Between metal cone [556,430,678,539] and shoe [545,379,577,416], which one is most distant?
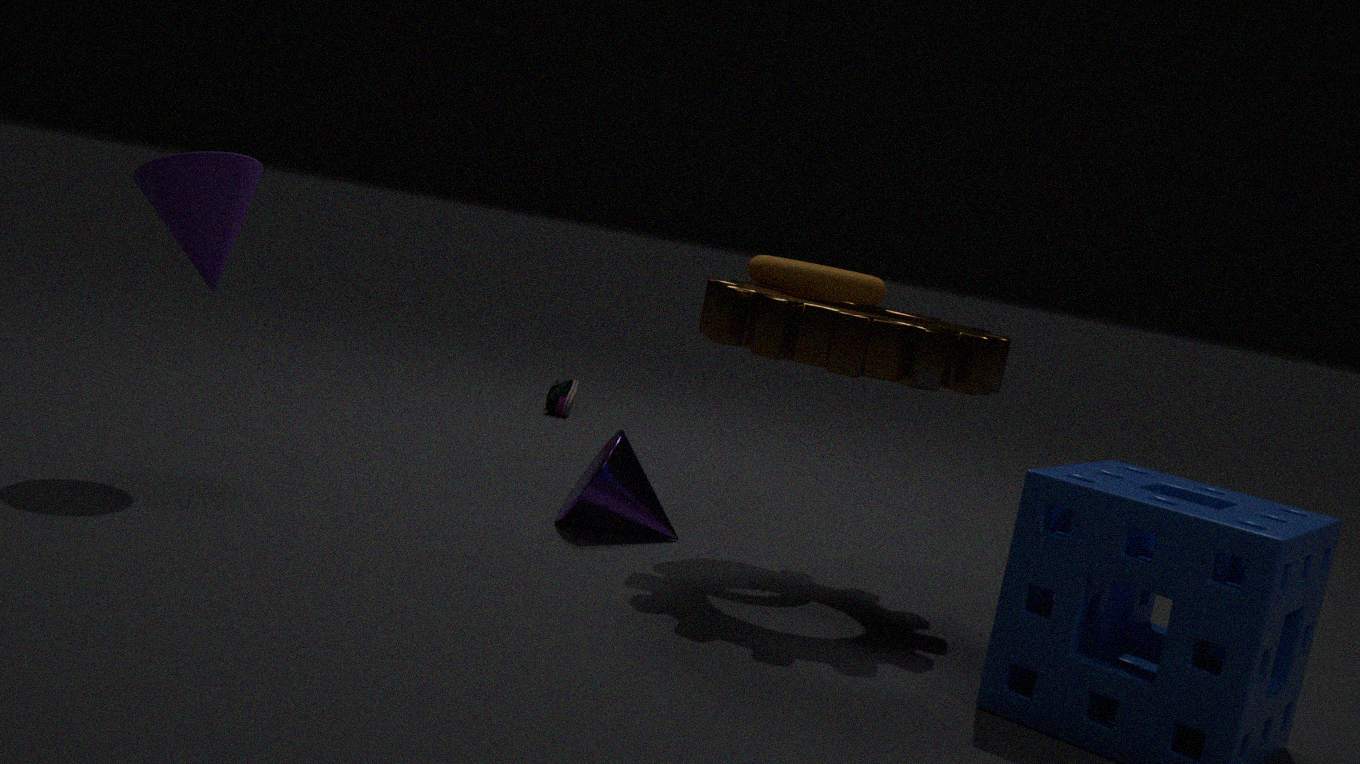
shoe [545,379,577,416]
